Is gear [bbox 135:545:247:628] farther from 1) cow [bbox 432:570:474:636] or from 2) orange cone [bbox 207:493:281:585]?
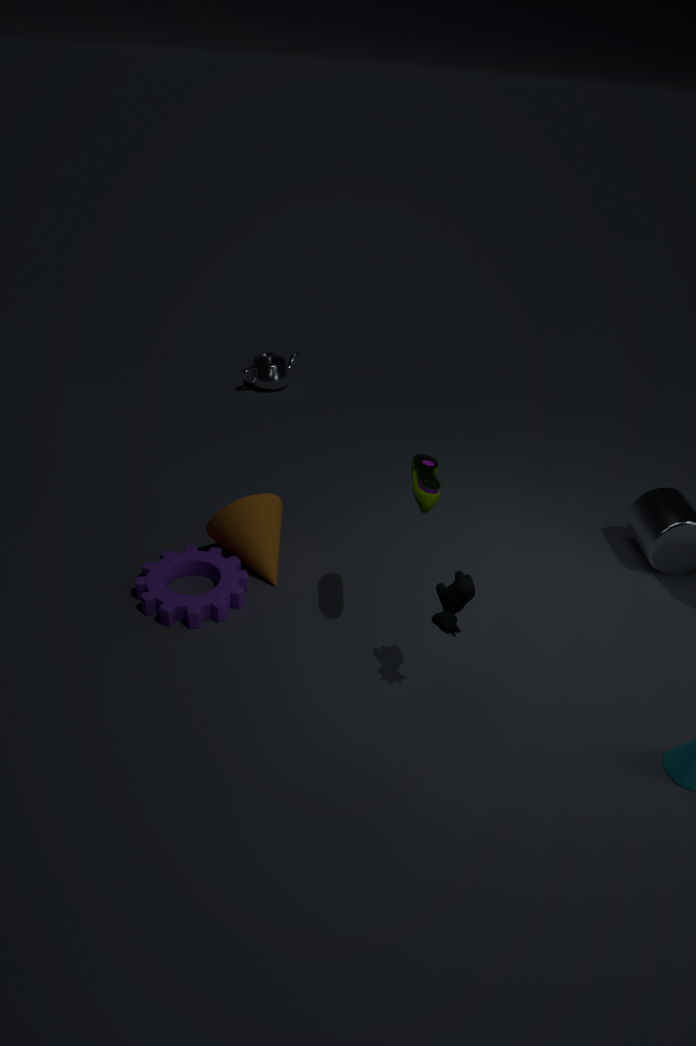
1) cow [bbox 432:570:474:636]
